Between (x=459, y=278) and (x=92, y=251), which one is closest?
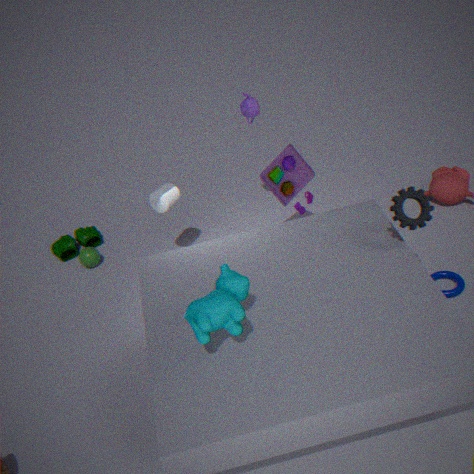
(x=459, y=278)
